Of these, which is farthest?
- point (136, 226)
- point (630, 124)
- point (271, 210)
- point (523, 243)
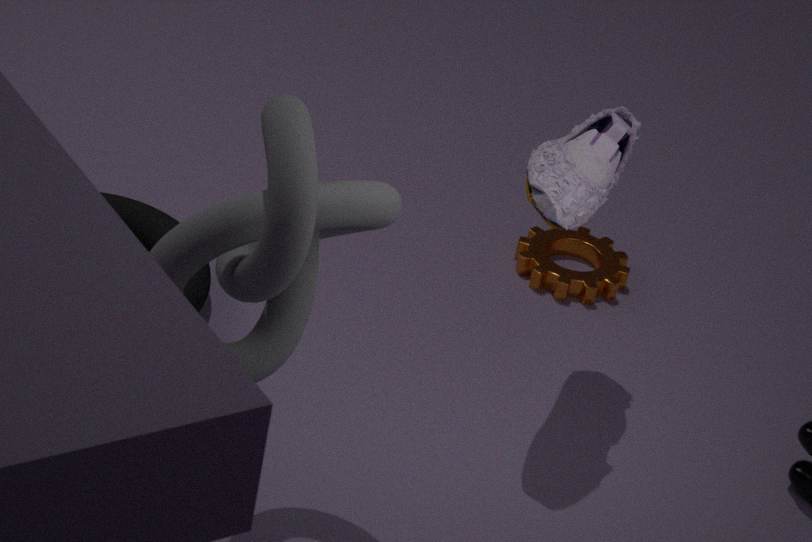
point (523, 243)
